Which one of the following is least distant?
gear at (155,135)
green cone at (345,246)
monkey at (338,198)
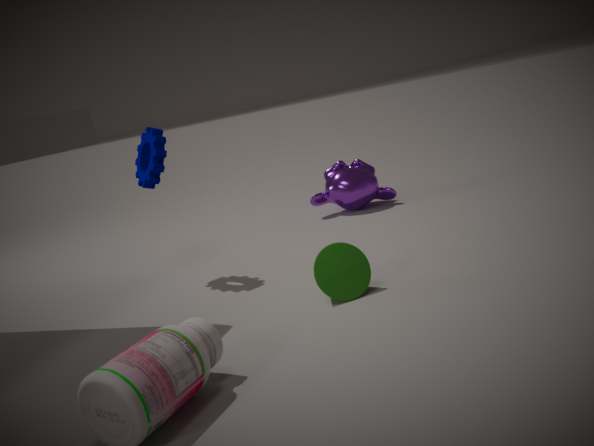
green cone at (345,246)
